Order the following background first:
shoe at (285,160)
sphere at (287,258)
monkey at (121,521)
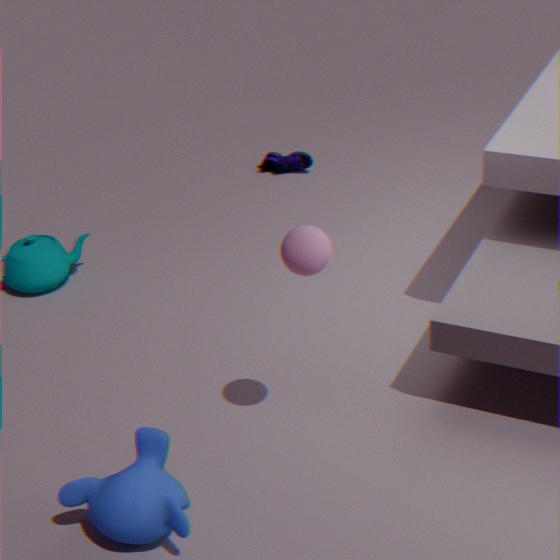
1. shoe at (285,160)
2. sphere at (287,258)
3. monkey at (121,521)
